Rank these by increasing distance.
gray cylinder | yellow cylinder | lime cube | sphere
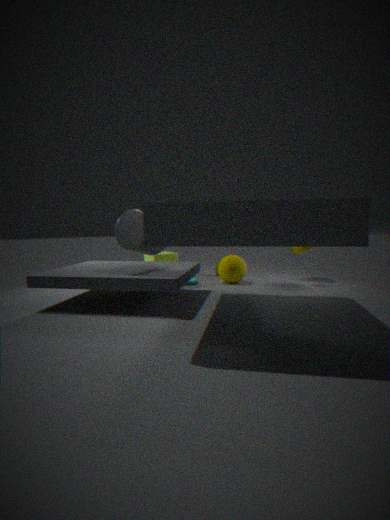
gray cylinder, yellow cylinder, sphere, lime cube
